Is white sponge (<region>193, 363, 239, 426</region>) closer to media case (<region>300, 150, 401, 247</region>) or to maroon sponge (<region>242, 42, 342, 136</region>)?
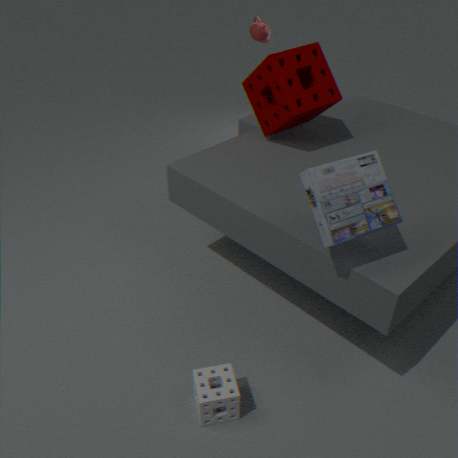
media case (<region>300, 150, 401, 247</region>)
